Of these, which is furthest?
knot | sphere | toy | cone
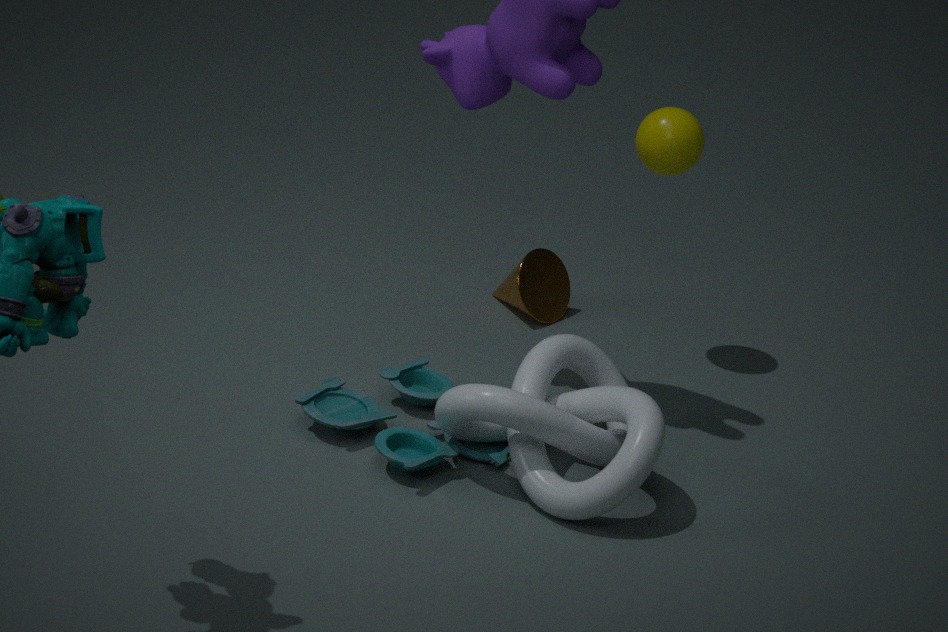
cone
